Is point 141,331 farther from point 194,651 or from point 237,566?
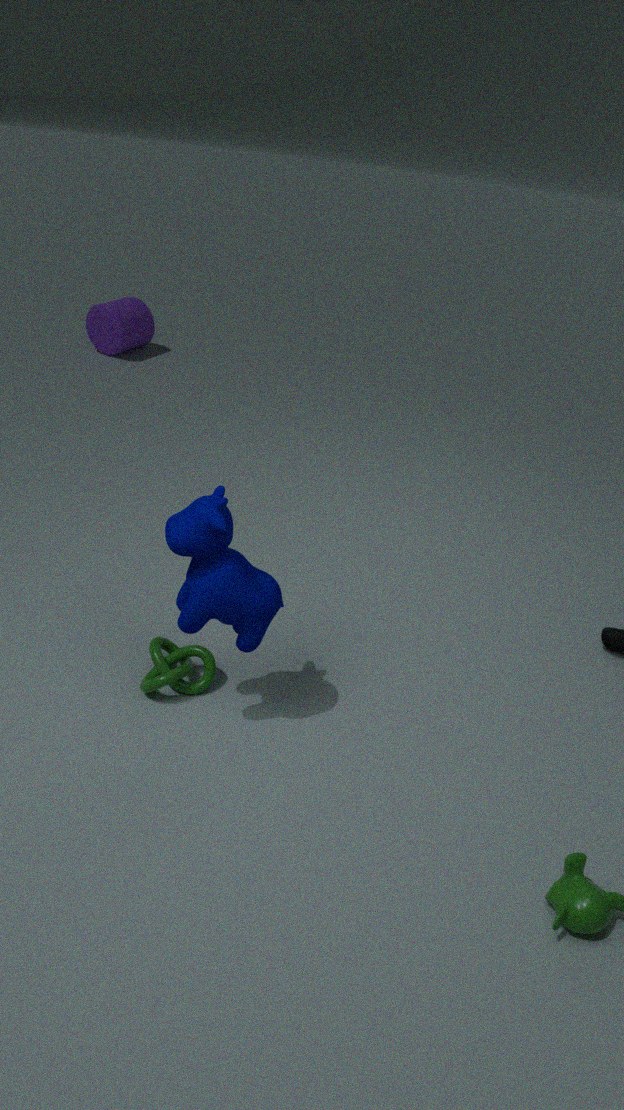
point 237,566
